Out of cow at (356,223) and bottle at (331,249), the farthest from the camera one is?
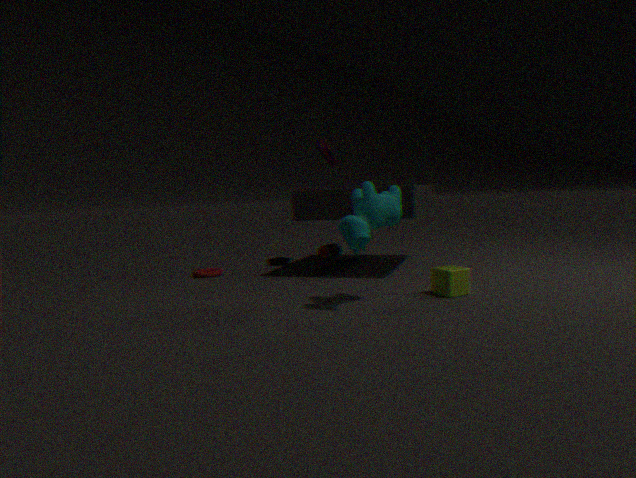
bottle at (331,249)
